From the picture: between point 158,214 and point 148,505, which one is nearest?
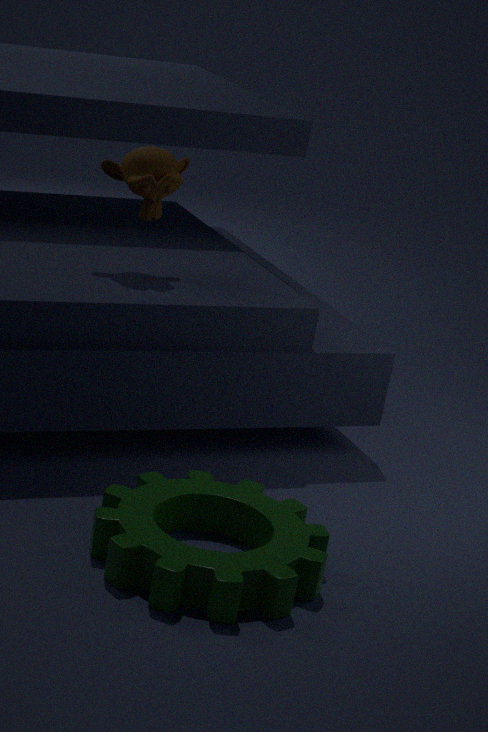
point 148,505
